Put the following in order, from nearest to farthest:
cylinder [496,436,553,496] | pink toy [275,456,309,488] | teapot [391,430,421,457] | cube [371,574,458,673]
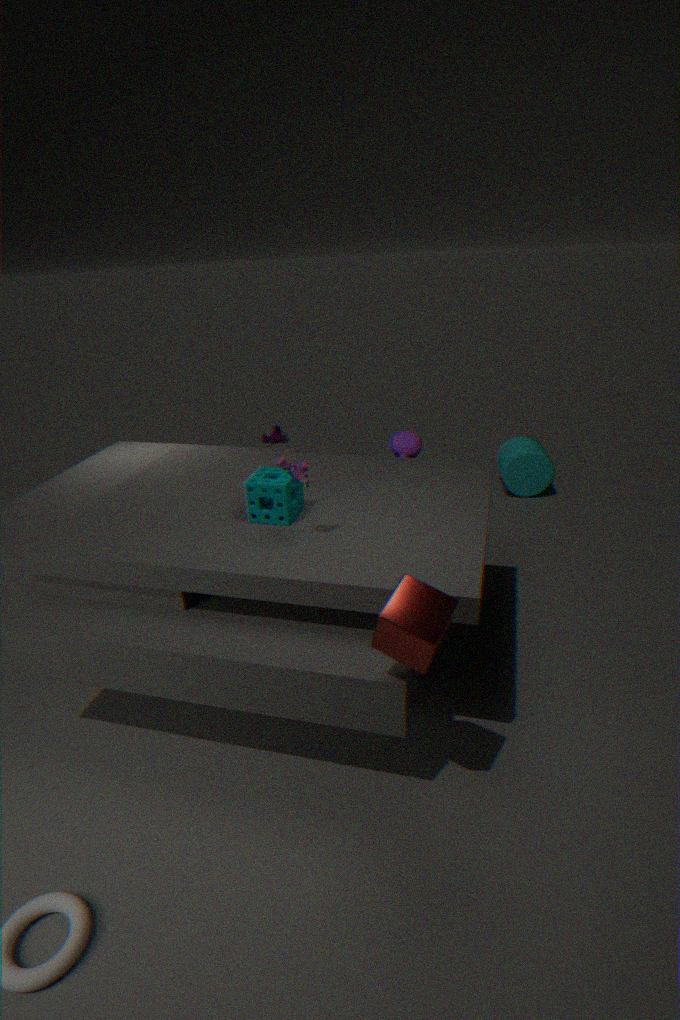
cube [371,574,458,673]
pink toy [275,456,309,488]
teapot [391,430,421,457]
cylinder [496,436,553,496]
